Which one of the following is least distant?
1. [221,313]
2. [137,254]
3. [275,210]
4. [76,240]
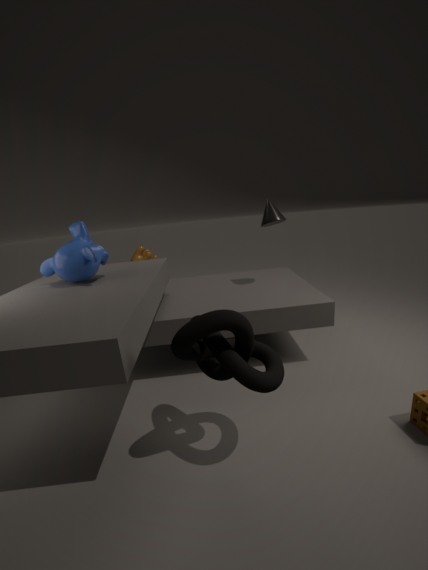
[221,313]
